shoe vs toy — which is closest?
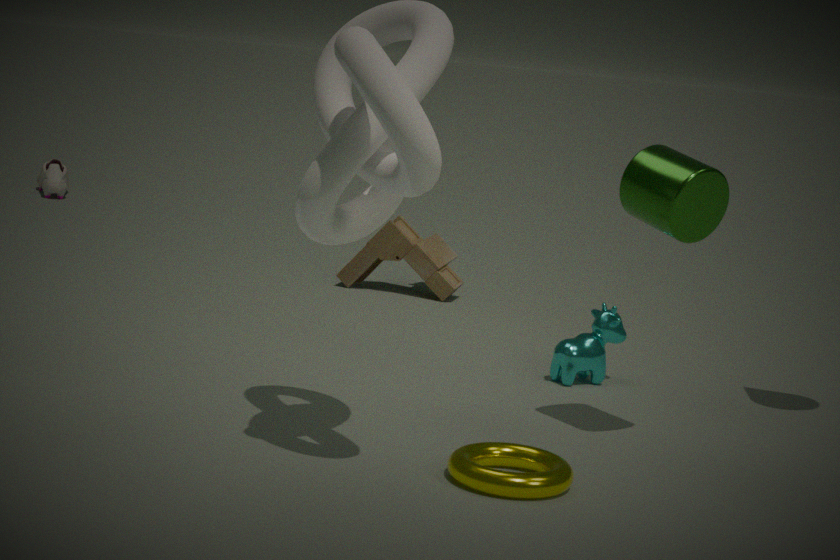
toy
